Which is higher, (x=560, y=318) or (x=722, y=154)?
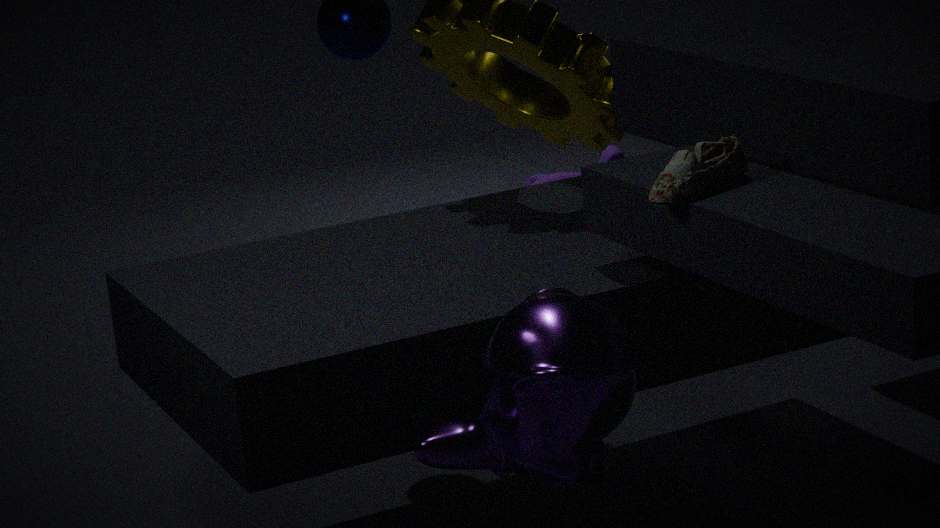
(x=722, y=154)
